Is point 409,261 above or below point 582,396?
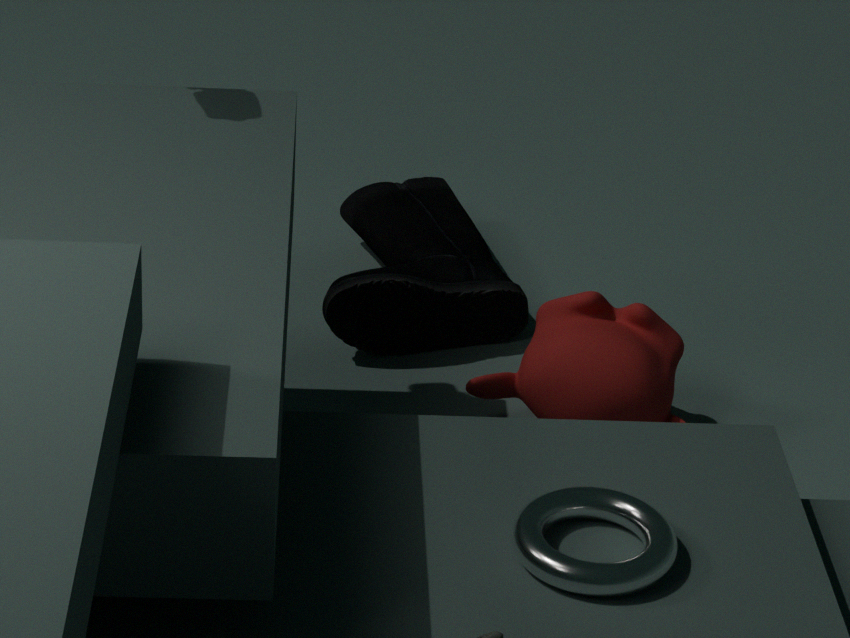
below
